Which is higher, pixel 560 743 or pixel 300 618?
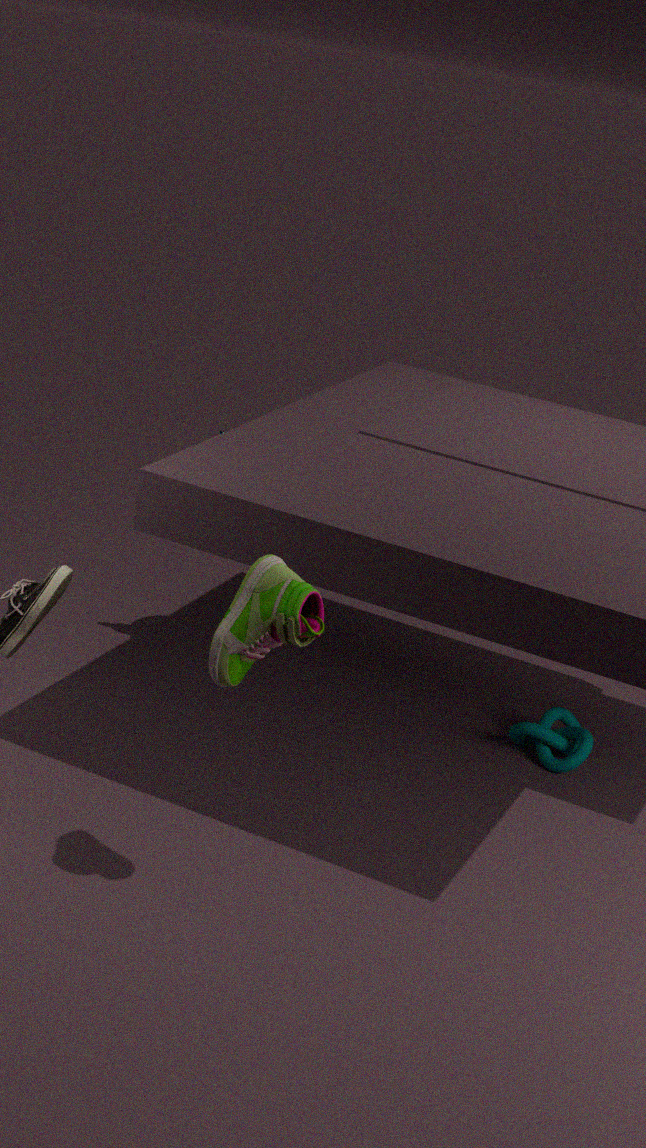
pixel 300 618
